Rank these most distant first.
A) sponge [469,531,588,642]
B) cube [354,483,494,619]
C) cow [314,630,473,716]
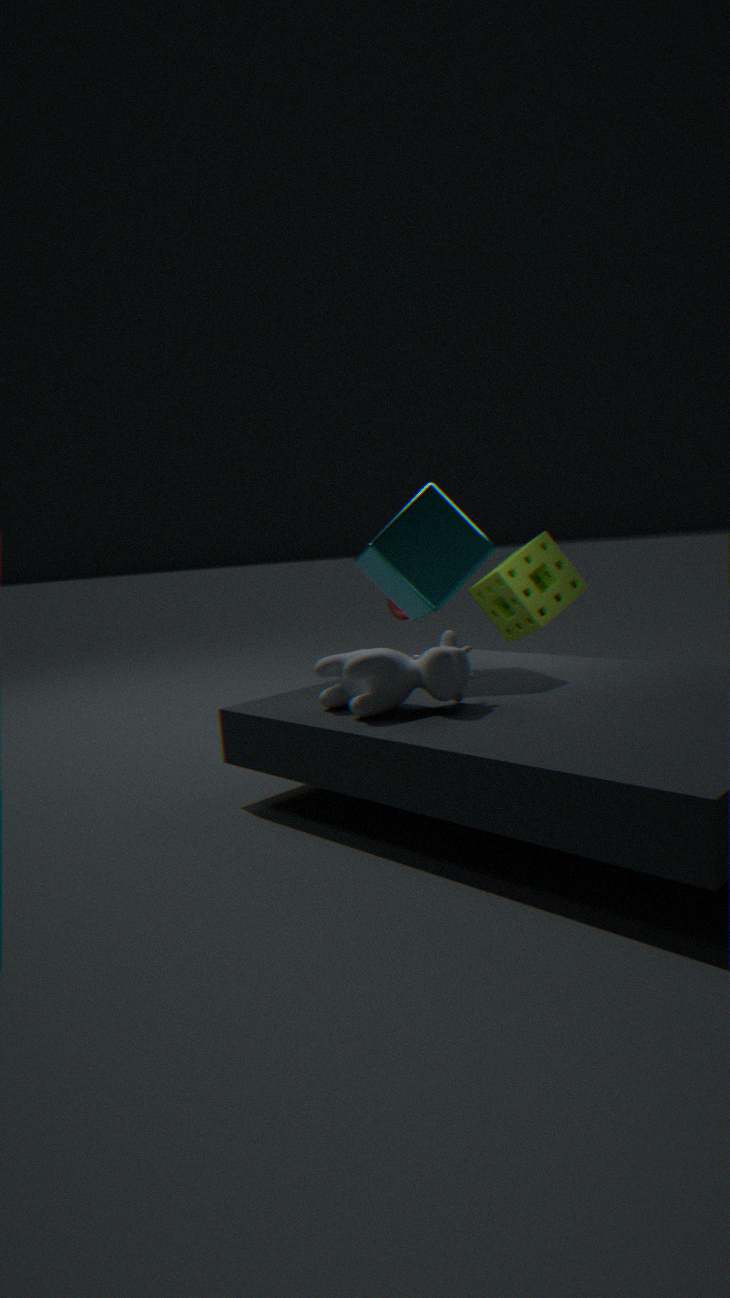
sponge [469,531,588,642], cube [354,483,494,619], cow [314,630,473,716]
